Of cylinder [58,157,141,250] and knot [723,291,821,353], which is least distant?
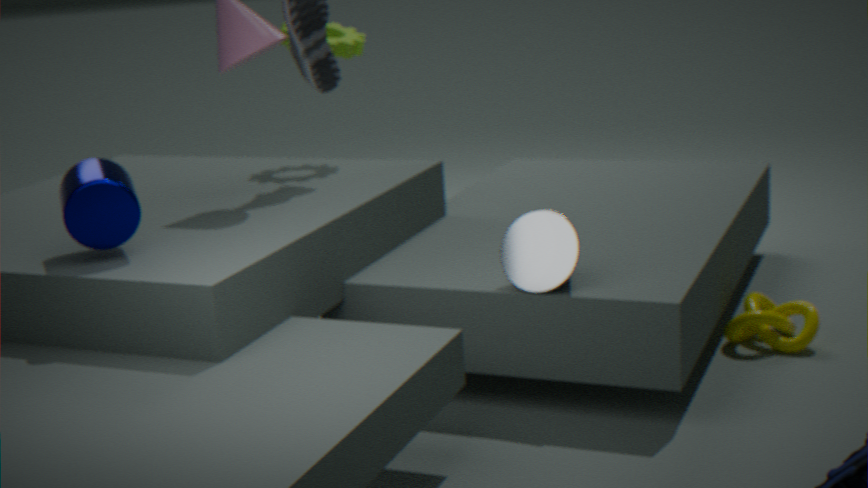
cylinder [58,157,141,250]
